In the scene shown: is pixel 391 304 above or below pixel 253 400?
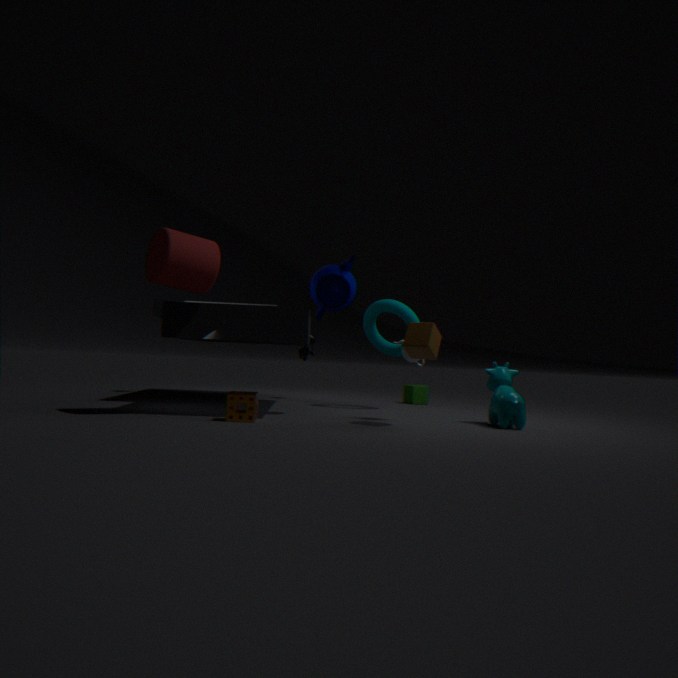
above
